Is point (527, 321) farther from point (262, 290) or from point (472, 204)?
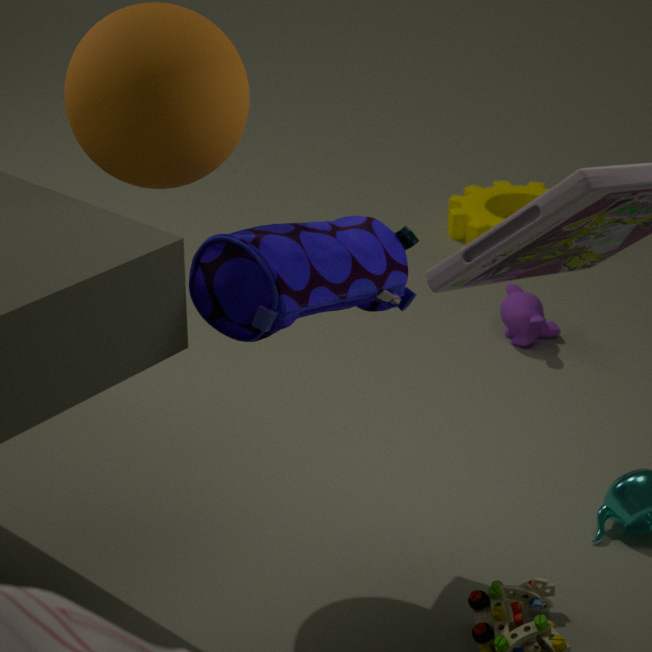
point (262, 290)
